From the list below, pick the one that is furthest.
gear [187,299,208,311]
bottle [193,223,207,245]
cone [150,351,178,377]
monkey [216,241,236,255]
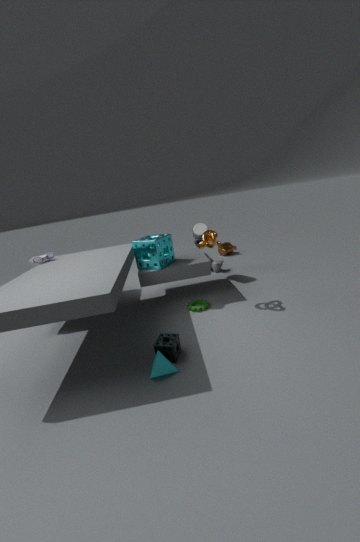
monkey [216,241,236,255]
